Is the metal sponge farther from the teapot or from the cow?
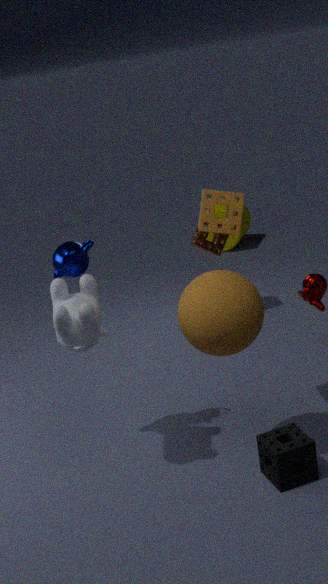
the teapot
